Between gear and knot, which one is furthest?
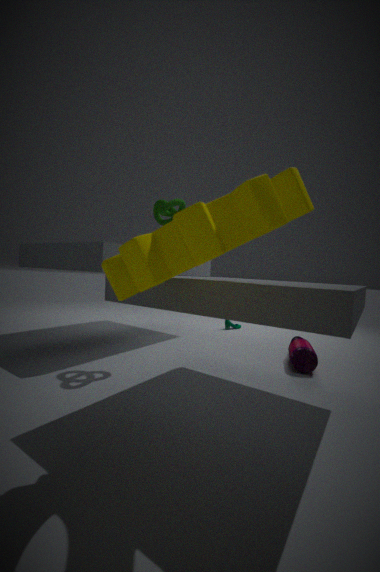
knot
